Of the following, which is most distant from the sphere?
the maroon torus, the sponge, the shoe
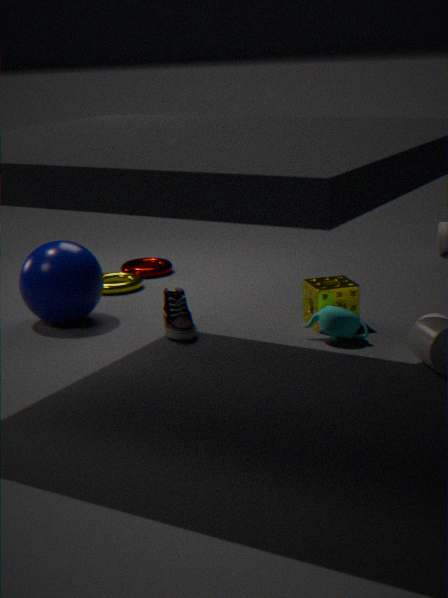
the sponge
